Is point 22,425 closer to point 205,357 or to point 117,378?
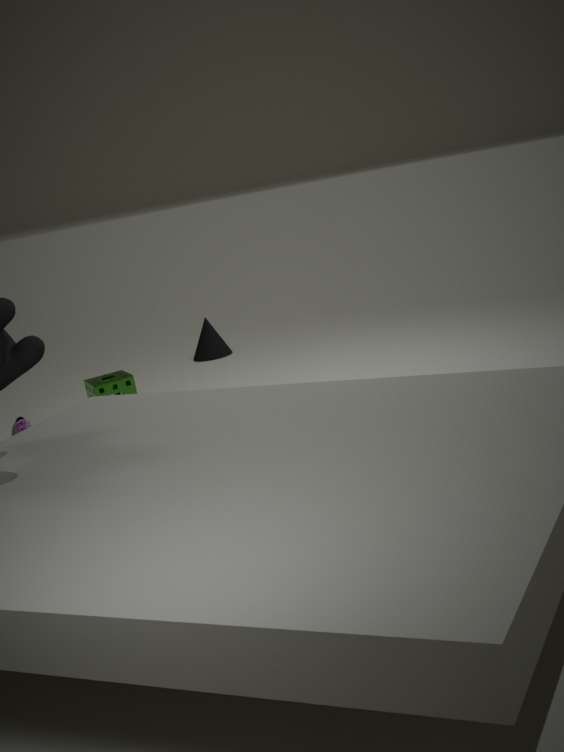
point 117,378
